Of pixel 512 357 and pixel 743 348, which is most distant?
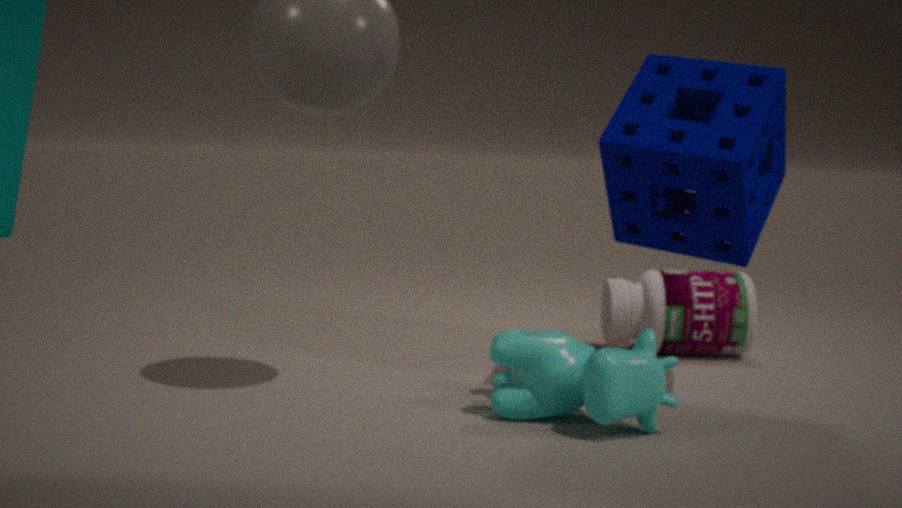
pixel 743 348
